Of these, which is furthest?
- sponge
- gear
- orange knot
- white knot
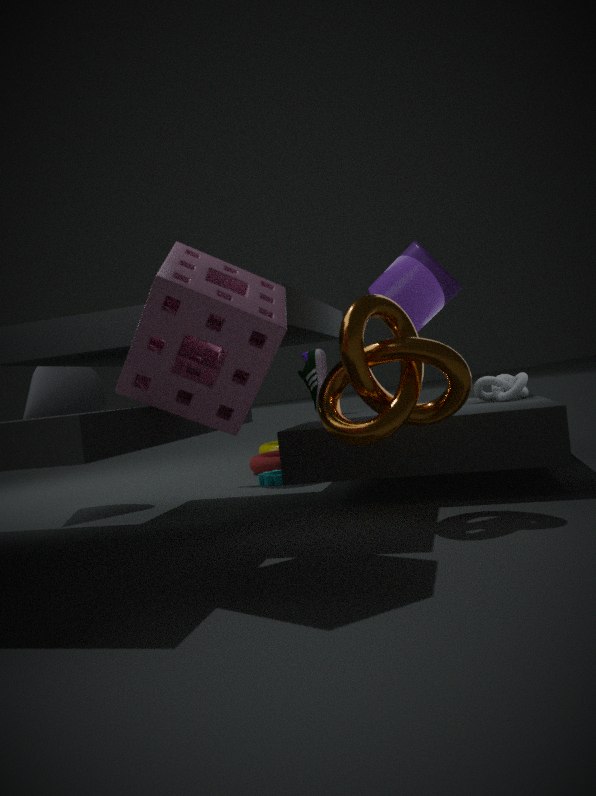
gear
